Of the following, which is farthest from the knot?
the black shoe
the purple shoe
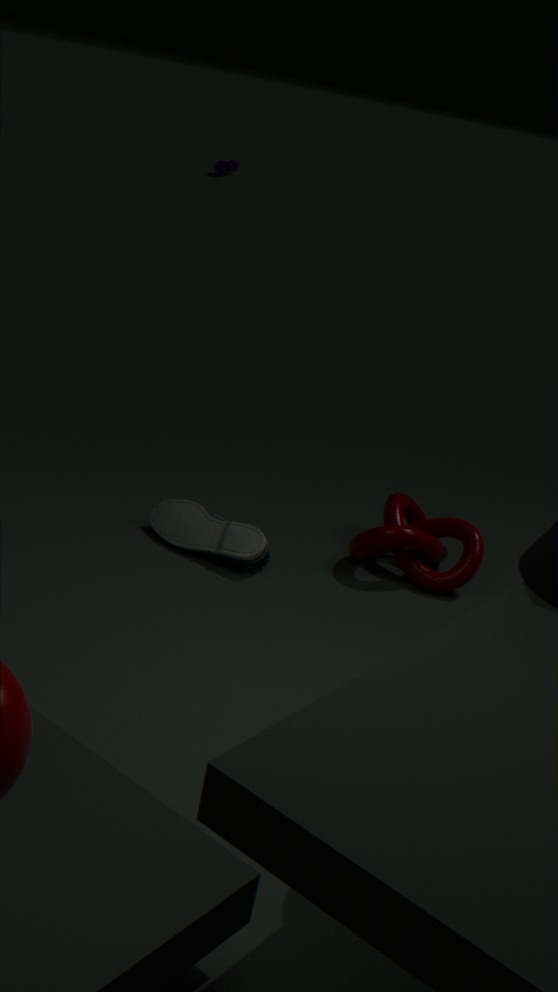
the purple shoe
